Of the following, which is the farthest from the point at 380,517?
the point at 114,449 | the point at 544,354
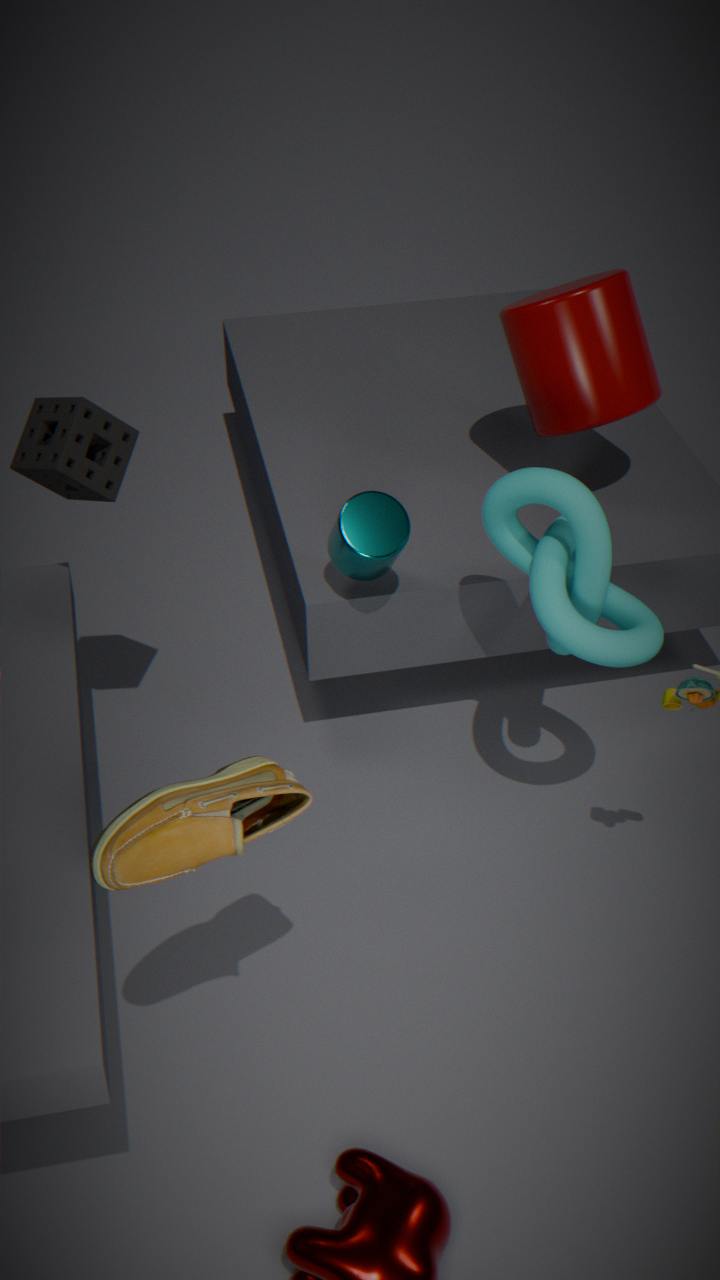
the point at 544,354
